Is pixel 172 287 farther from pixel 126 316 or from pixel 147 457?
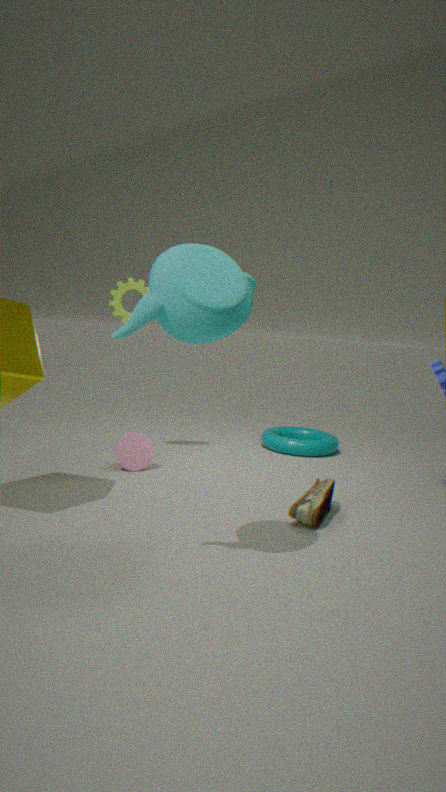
pixel 126 316
